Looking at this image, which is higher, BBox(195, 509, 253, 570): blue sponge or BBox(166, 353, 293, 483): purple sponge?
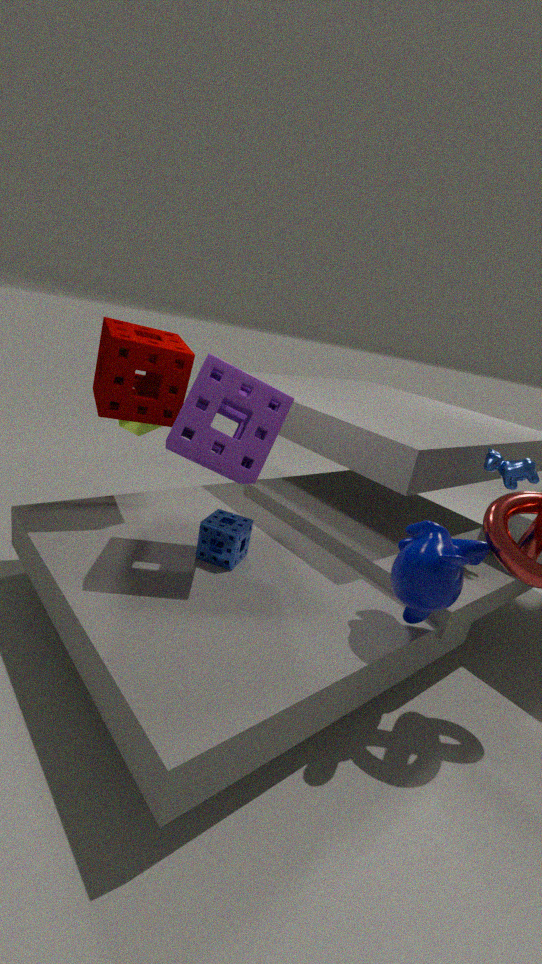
BBox(166, 353, 293, 483): purple sponge
